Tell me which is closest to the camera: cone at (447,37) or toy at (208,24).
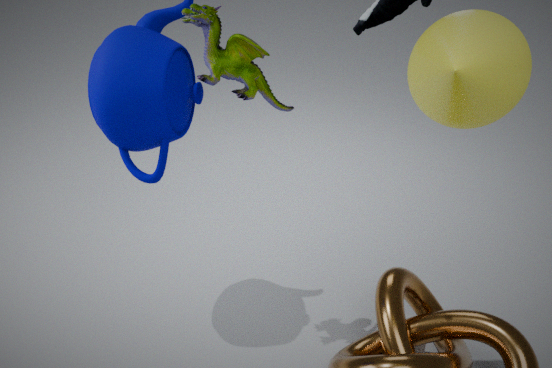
cone at (447,37)
